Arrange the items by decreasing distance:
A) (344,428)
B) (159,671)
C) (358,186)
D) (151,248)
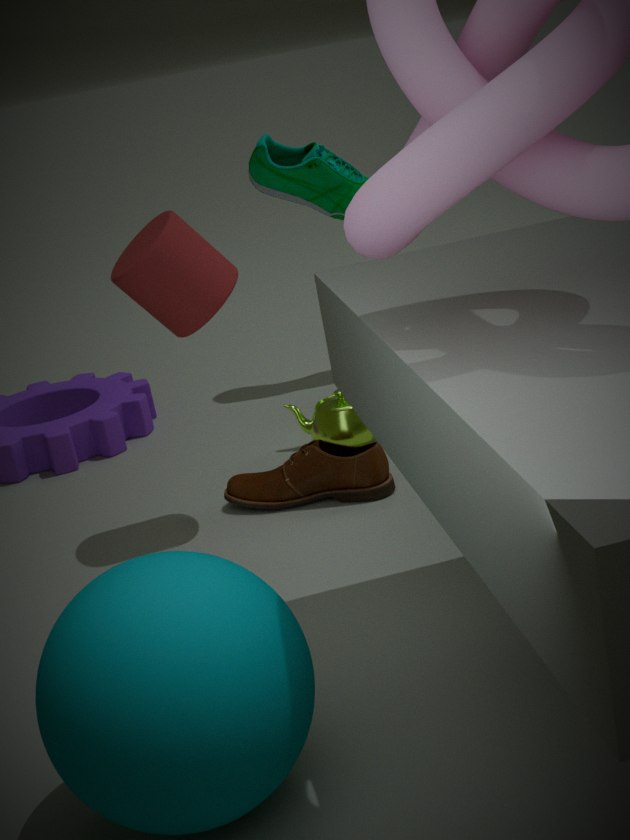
1. (358,186)
2. (344,428)
3. (151,248)
4. (159,671)
